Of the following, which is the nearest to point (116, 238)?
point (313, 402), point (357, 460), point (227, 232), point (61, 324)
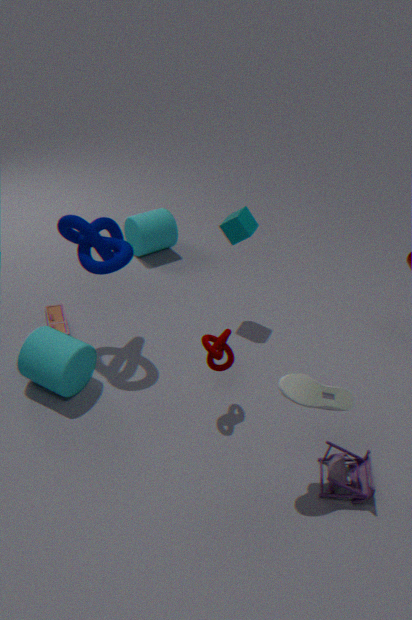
point (61, 324)
